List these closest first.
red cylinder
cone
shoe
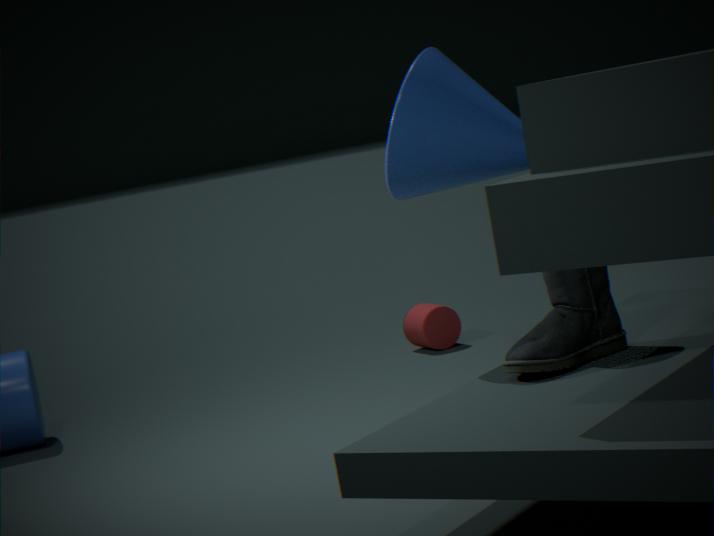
shoe
cone
red cylinder
